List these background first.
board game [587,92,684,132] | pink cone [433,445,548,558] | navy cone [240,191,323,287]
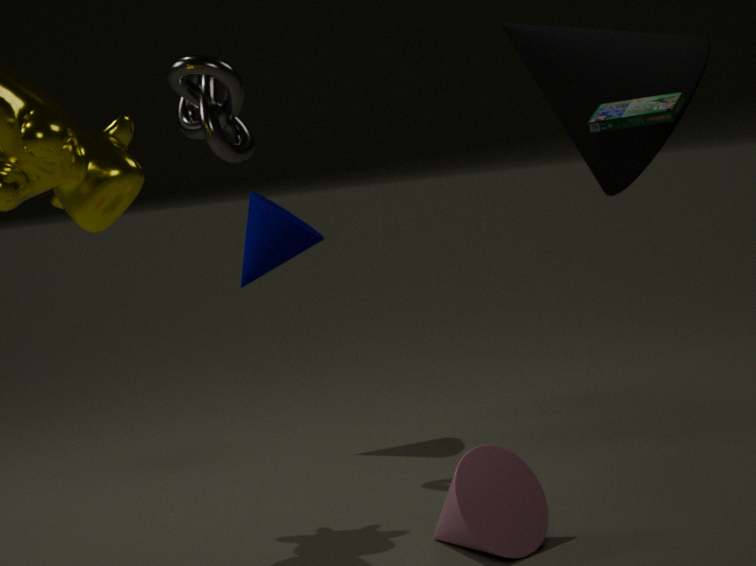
1. navy cone [240,191,323,287]
2. board game [587,92,684,132]
3. pink cone [433,445,548,558]
